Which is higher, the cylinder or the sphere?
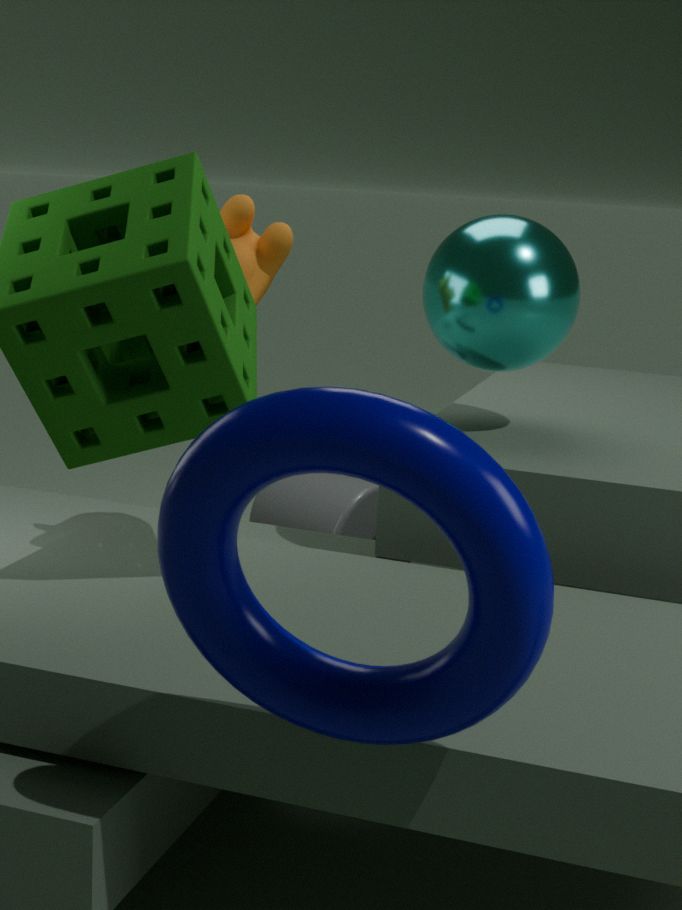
the sphere
